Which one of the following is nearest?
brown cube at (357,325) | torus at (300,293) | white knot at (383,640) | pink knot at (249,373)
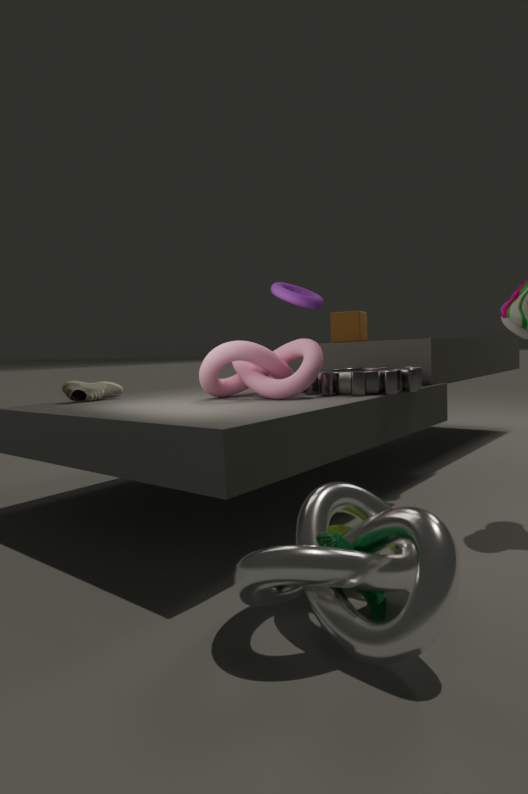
white knot at (383,640)
